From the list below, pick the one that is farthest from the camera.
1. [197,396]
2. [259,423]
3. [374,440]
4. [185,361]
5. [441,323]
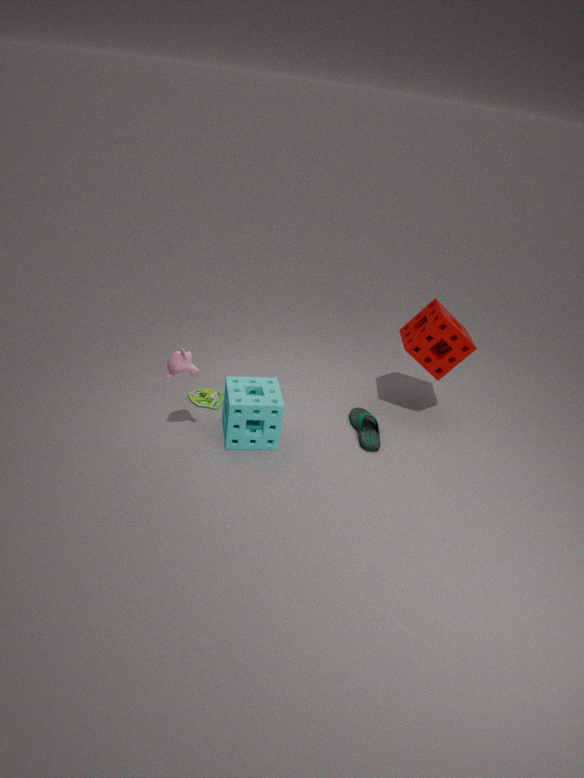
[197,396]
